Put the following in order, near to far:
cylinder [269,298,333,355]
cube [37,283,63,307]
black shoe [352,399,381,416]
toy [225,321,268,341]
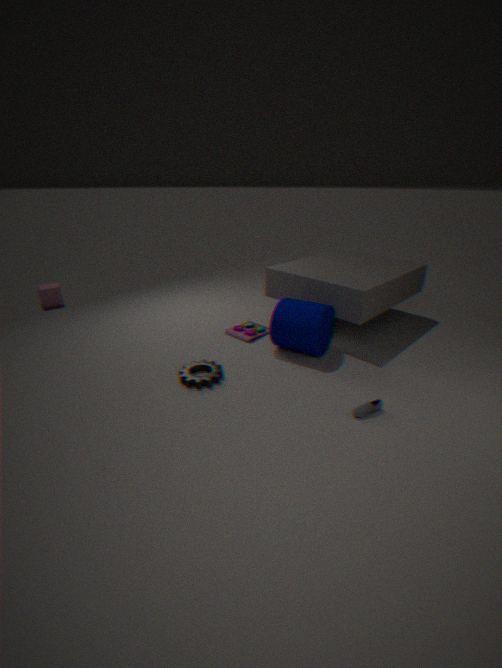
black shoe [352,399,381,416] < cylinder [269,298,333,355] < toy [225,321,268,341] < cube [37,283,63,307]
